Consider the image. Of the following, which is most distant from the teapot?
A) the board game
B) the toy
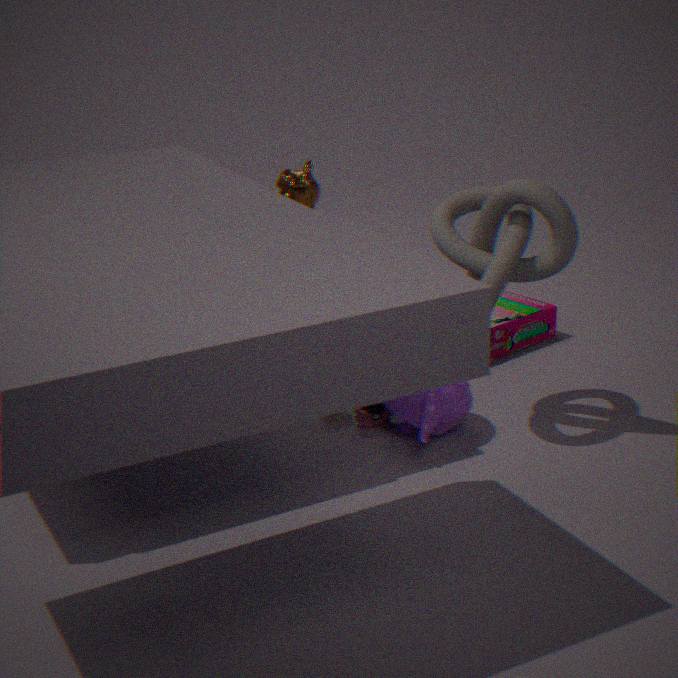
the board game
